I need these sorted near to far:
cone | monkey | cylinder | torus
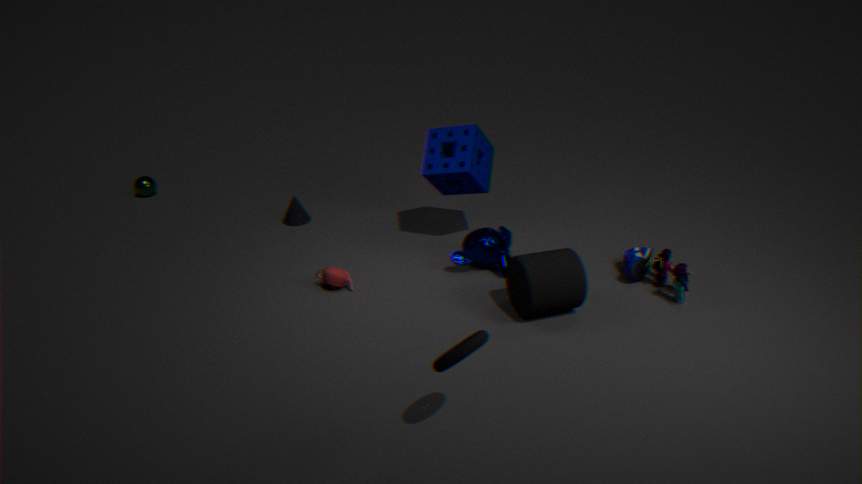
torus
cylinder
monkey
cone
